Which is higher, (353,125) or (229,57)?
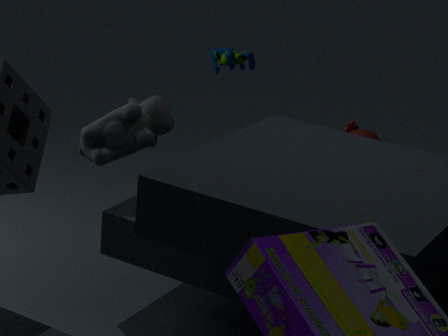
(229,57)
